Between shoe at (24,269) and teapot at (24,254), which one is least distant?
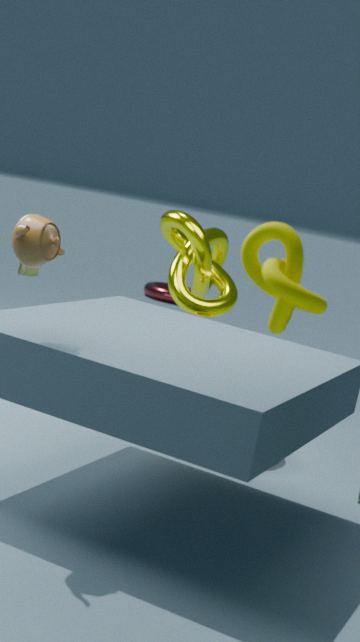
teapot at (24,254)
